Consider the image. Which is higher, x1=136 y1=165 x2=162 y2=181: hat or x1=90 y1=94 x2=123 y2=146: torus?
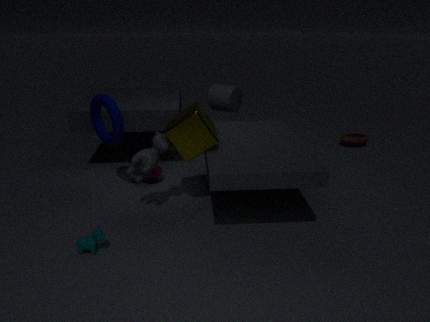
x1=90 y1=94 x2=123 y2=146: torus
